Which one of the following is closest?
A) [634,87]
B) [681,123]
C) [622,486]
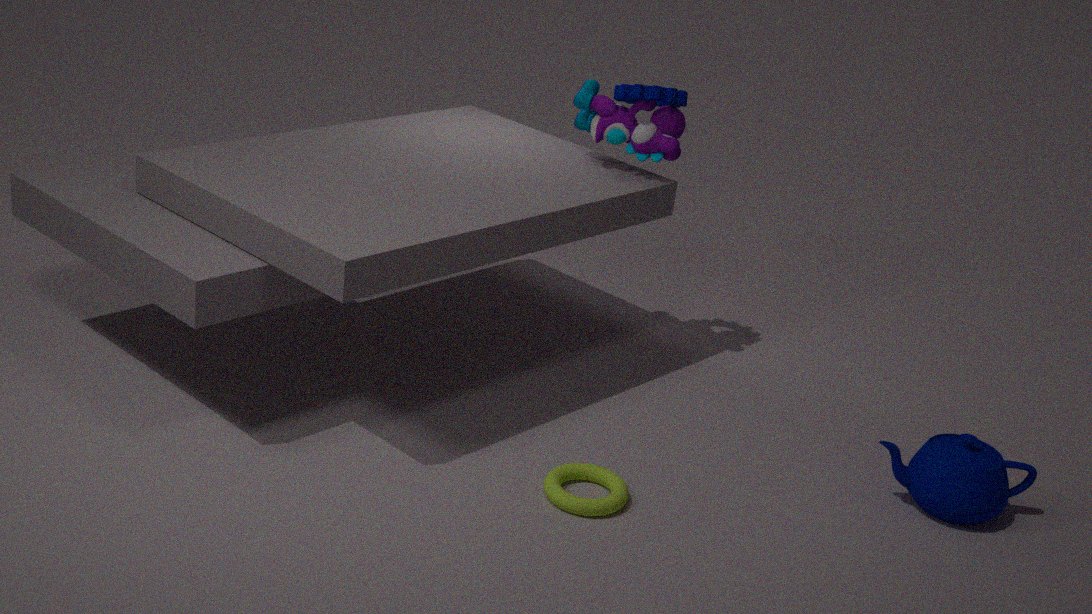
[622,486]
